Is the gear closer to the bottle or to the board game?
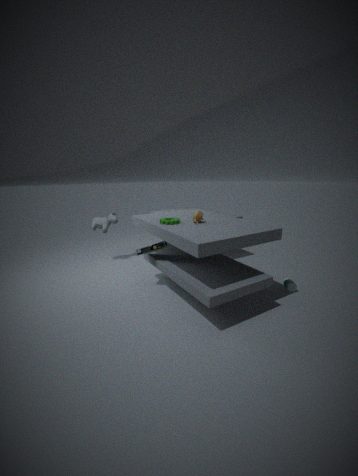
the board game
